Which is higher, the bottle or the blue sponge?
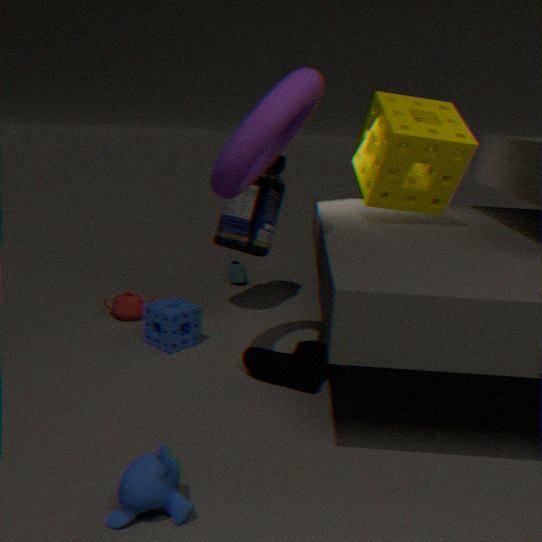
the bottle
